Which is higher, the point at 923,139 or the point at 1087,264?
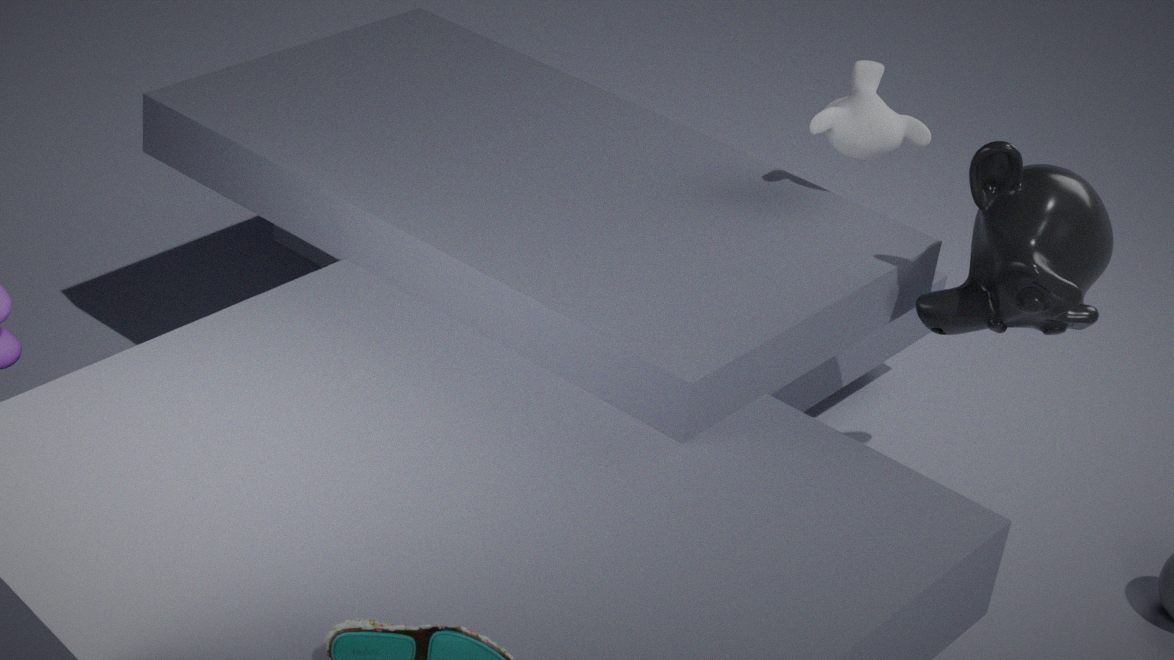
the point at 923,139
